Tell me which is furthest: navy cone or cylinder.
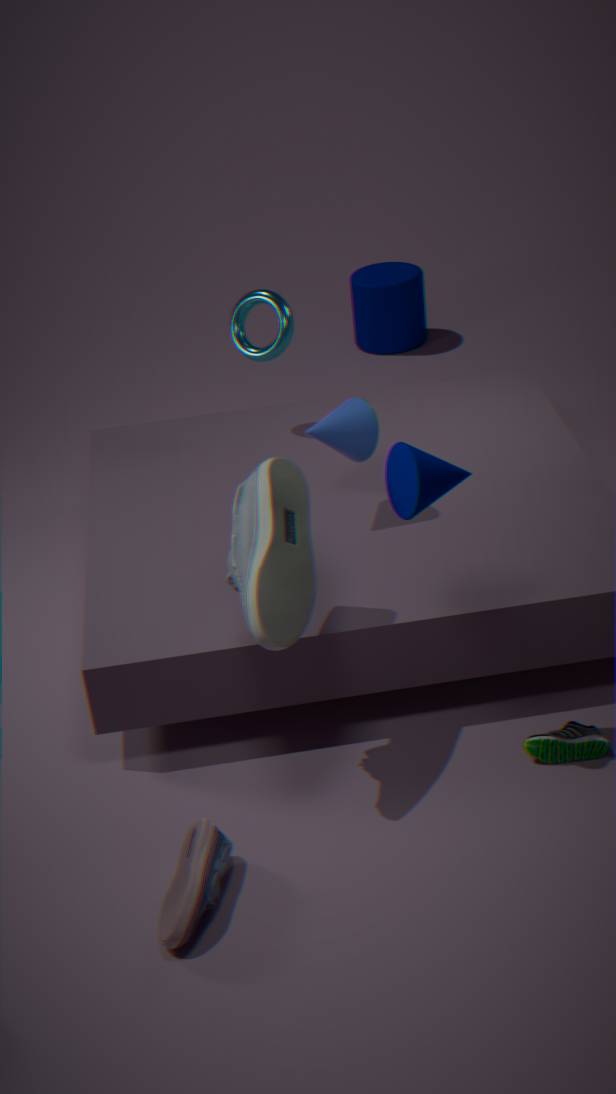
cylinder
